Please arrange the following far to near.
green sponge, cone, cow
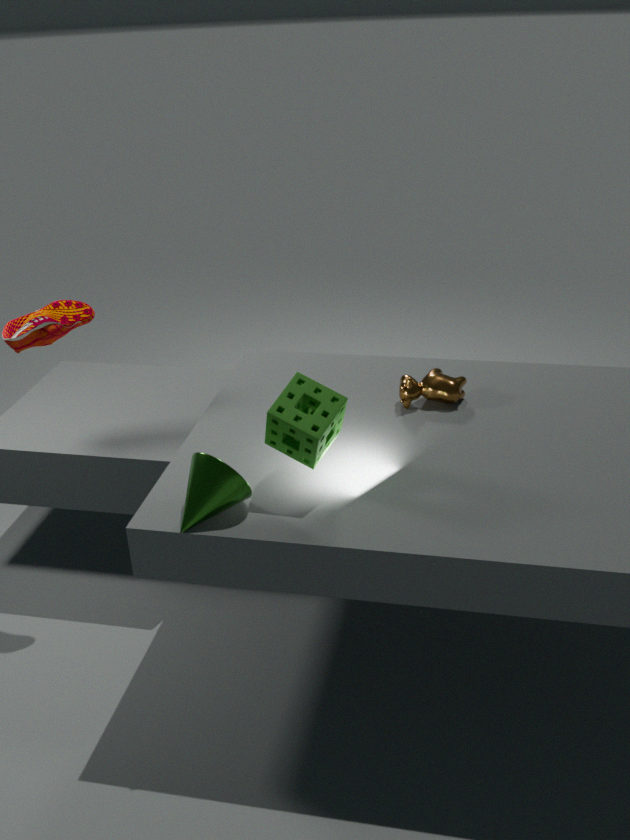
cow → green sponge → cone
